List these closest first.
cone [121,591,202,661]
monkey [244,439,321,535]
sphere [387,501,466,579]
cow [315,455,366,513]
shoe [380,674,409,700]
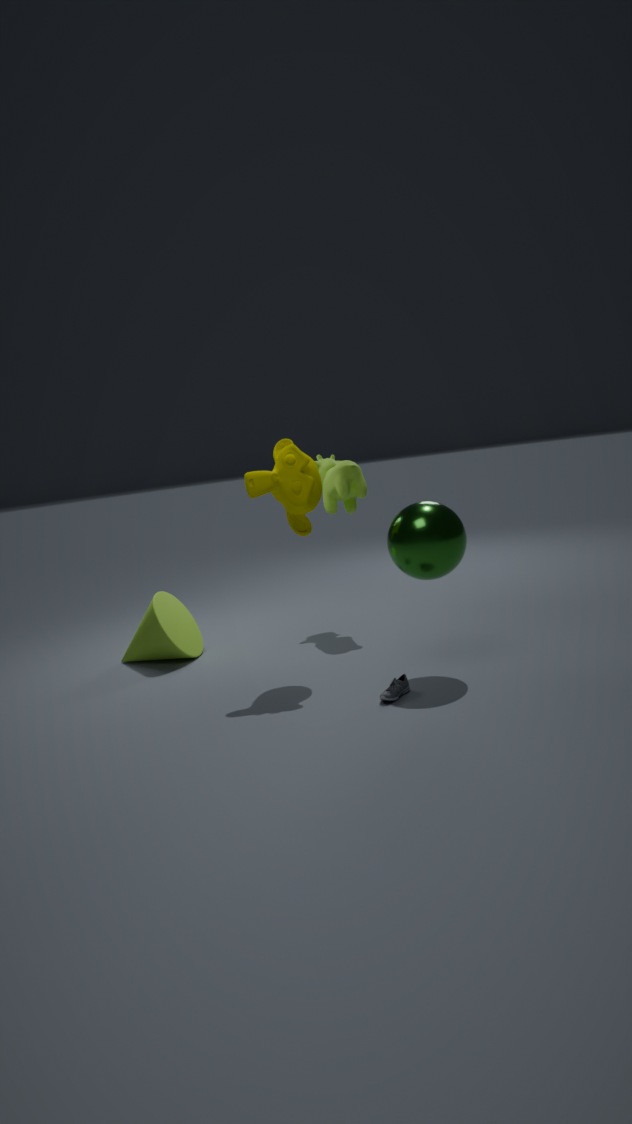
1. shoe [380,674,409,700]
2. sphere [387,501,466,579]
3. monkey [244,439,321,535]
4. cone [121,591,202,661]
5. cow [315,455,366,513]
